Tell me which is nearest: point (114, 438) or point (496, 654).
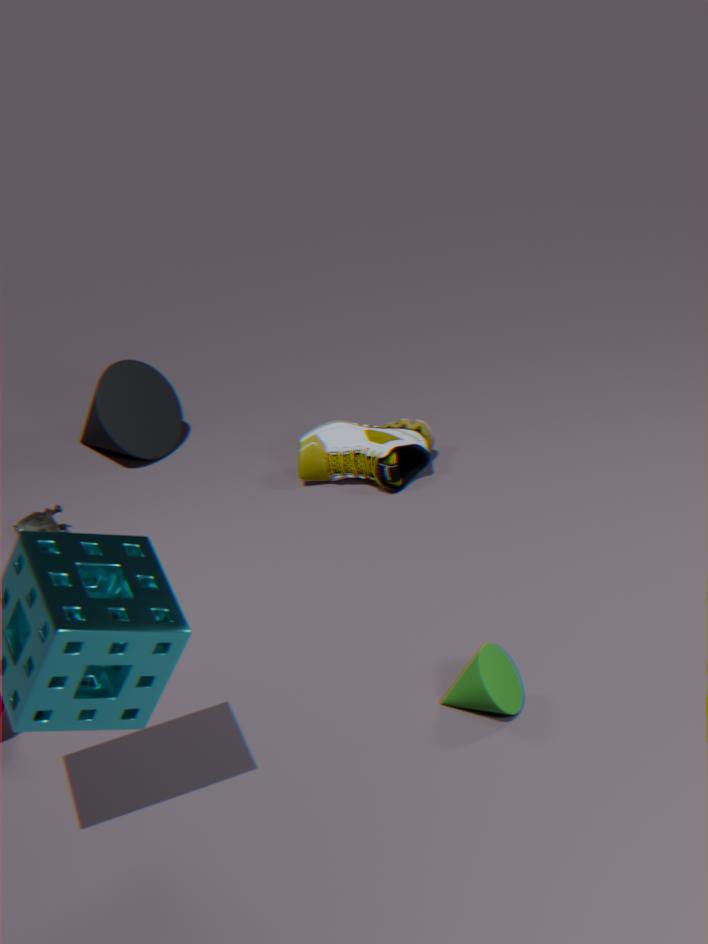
point (496, 654)
